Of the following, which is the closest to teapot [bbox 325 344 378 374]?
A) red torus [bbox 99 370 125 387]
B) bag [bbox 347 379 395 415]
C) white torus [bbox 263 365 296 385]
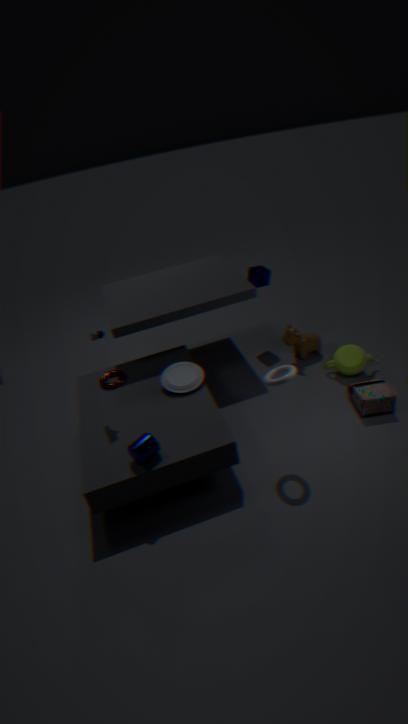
bag [bbox 347 379 395 415]
